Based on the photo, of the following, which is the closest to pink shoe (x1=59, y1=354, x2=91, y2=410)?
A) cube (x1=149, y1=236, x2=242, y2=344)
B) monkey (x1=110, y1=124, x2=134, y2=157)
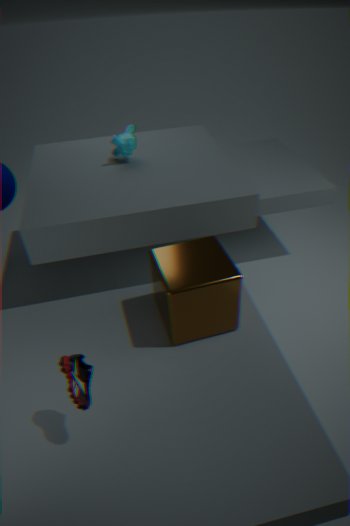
cube (x1=149, y1=236, x2=242, y2=344)
